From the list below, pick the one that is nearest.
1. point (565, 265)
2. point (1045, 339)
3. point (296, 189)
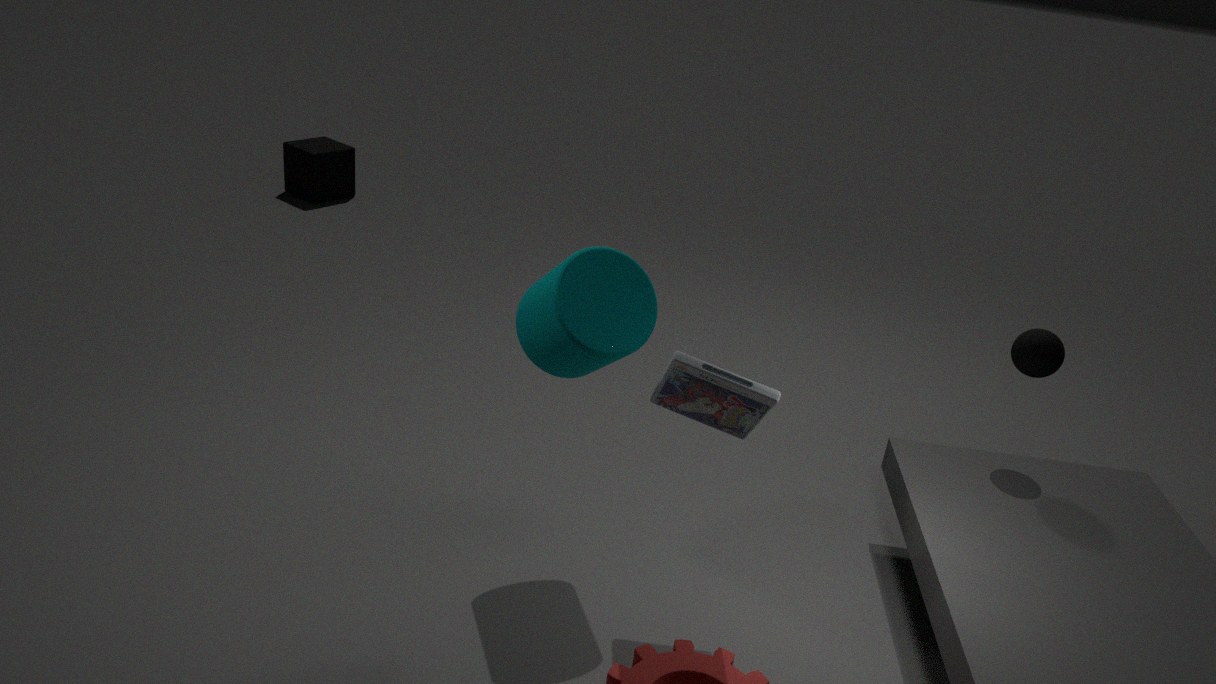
point (565, 265)
